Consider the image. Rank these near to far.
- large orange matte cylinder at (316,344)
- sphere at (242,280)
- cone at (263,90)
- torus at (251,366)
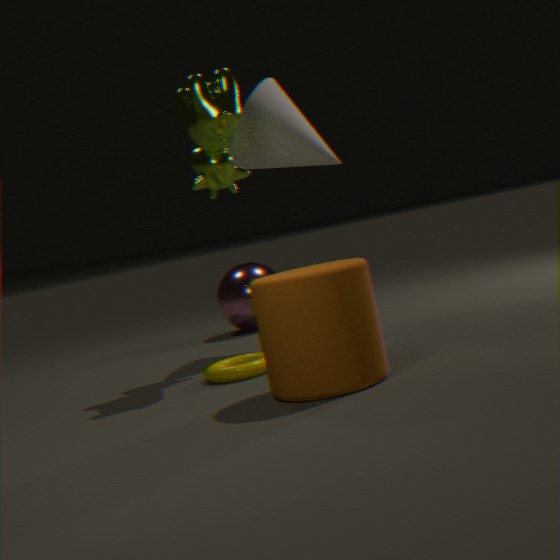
large orange matte cylinder at (316,344)
torus at (251,366)
cone at (263,90)
sphere at (242,280)
